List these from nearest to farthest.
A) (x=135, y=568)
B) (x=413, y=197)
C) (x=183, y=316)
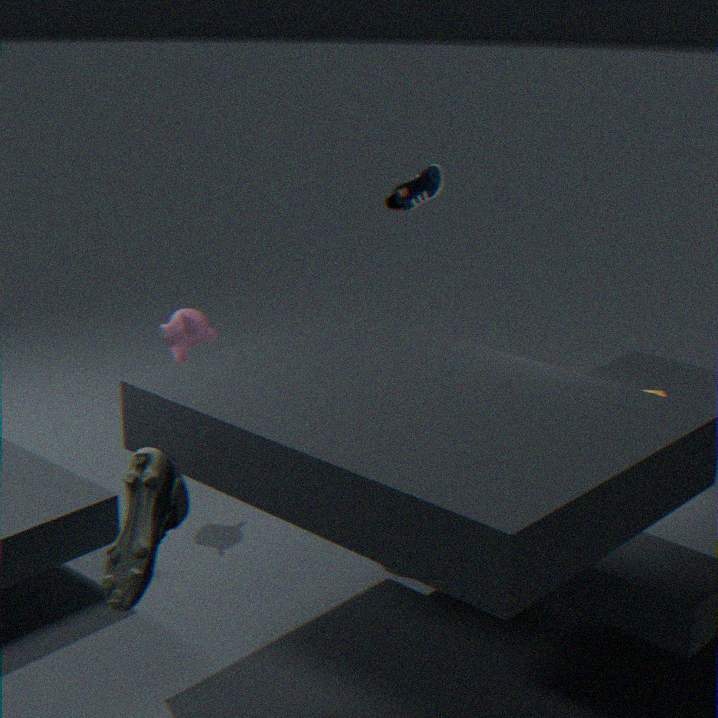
(x=135, y=568)
(x=183, y=316)
(x=413, y=197)
